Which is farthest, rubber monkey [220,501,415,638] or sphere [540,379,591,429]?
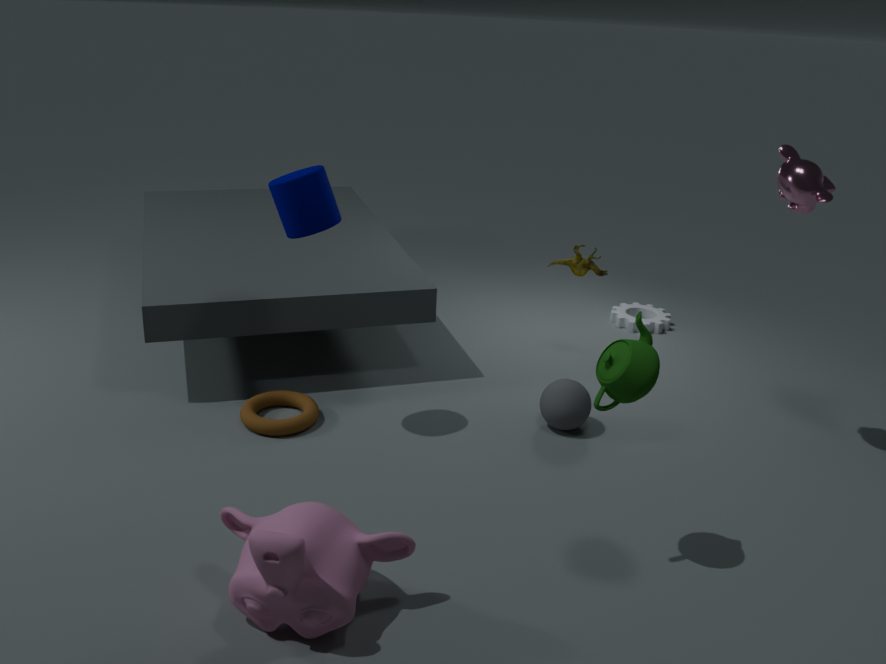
sphere [540,379,591,429]
